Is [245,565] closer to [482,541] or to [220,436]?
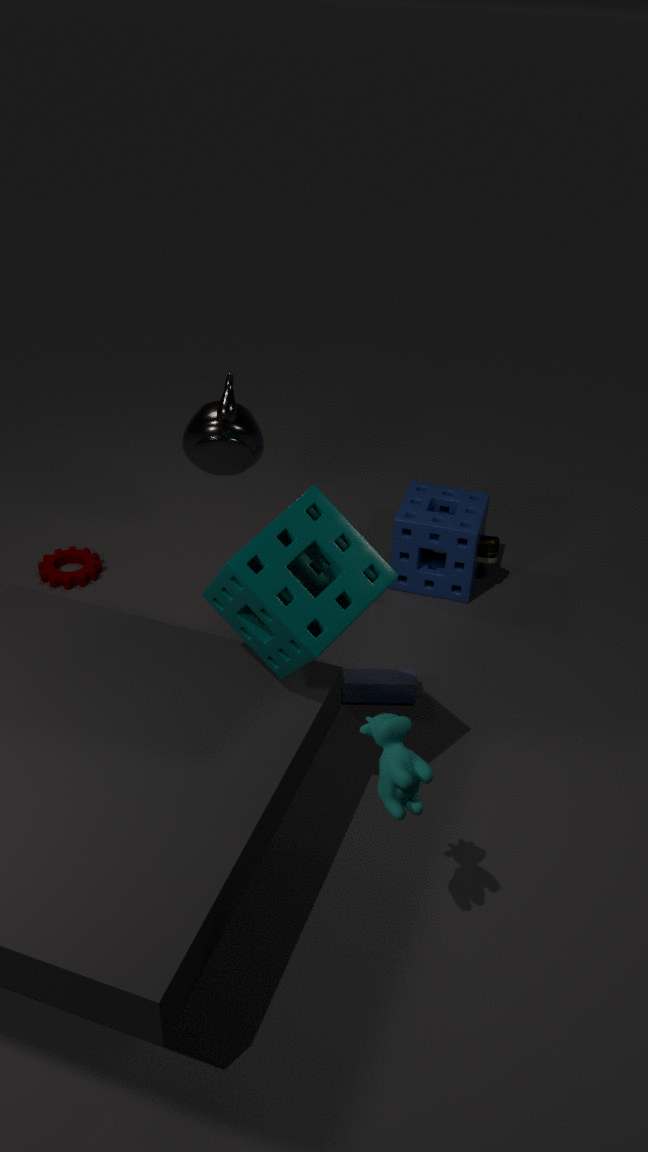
[220,436]
